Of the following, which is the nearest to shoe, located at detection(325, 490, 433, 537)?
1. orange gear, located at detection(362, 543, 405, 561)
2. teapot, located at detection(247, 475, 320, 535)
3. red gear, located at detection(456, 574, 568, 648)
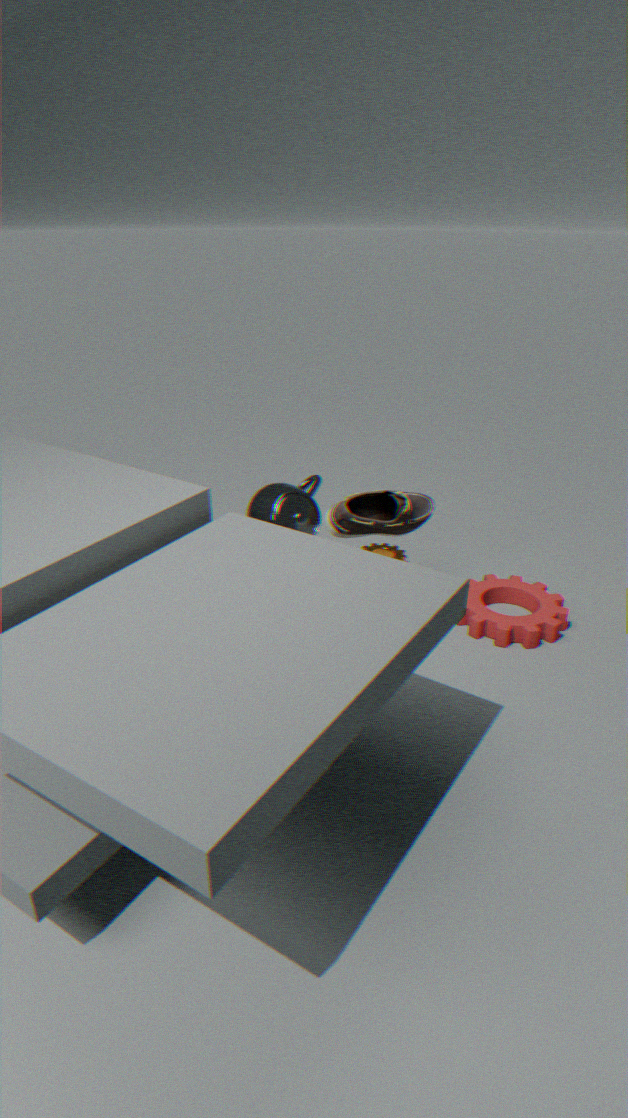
teapot, located at detection(247, 475, 320, 535)
